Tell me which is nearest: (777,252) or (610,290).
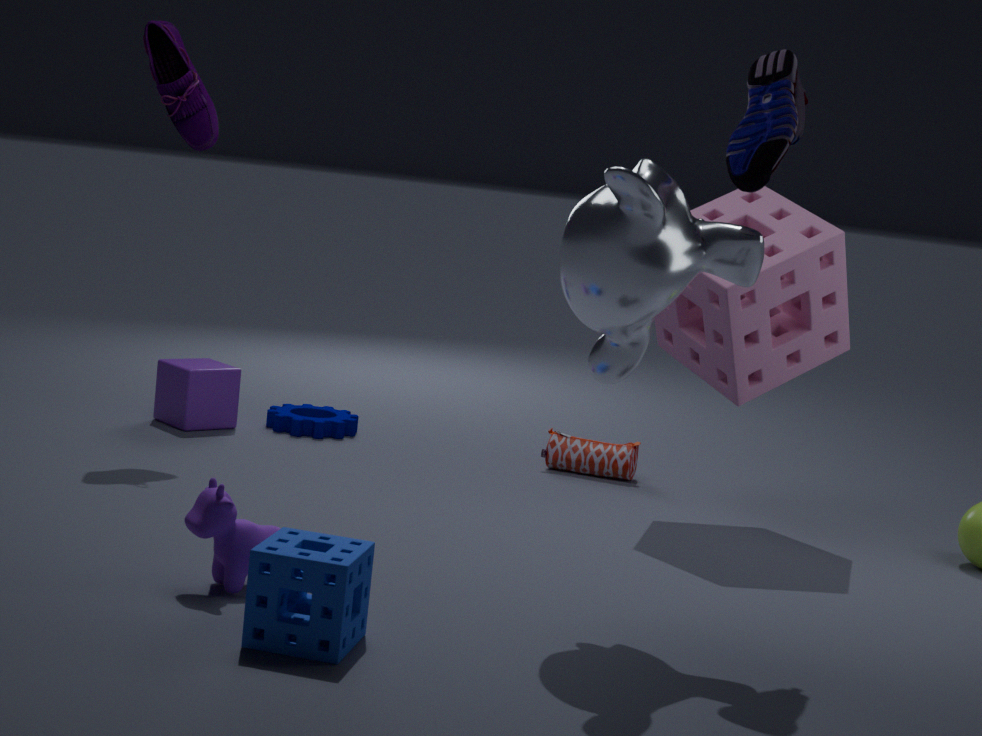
(610,290)
